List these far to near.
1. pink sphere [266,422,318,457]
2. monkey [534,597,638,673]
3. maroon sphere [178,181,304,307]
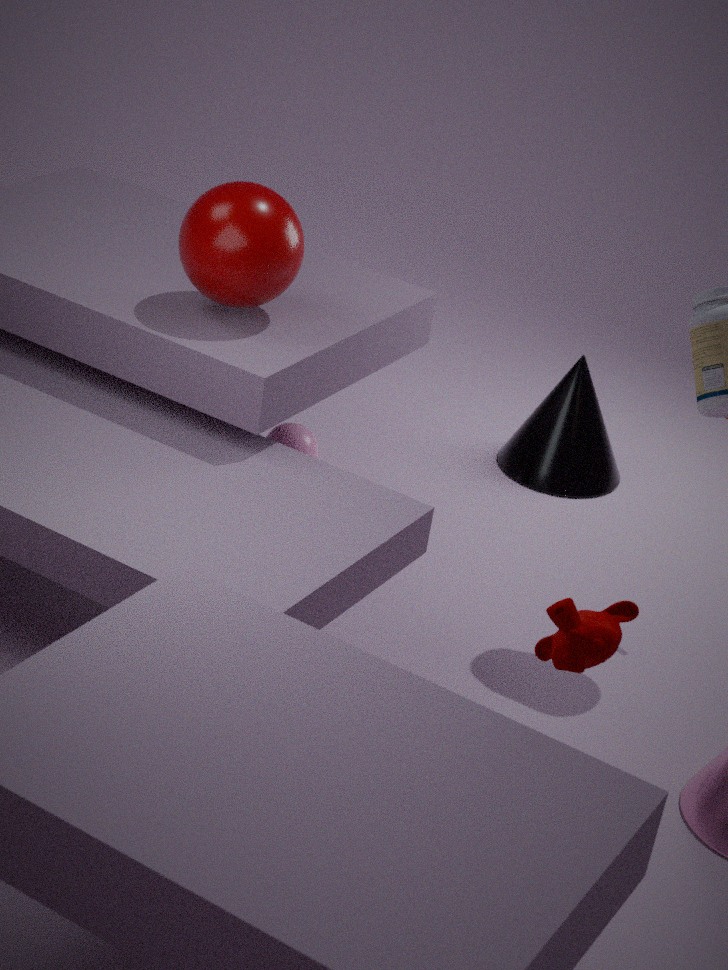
pink sphere [266,422,318,457]
maroon sphere [178,181,304,307]
monkey [534,597,638,673]
